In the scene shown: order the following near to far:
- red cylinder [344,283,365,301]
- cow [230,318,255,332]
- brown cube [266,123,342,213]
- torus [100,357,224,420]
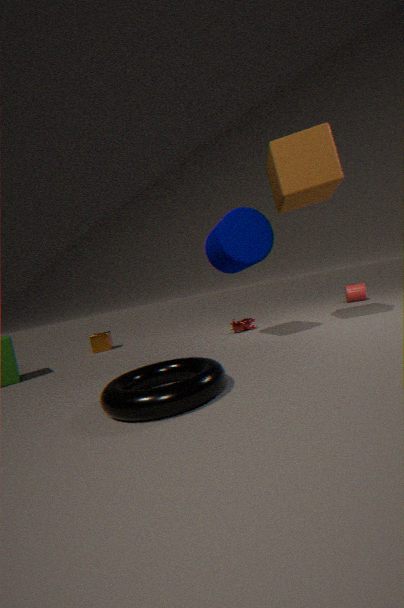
torus [100,357,224,420]
brown cube [266,123,342,213]
cow [230,318,255,332]
red cylinder [344,283,365,301]
